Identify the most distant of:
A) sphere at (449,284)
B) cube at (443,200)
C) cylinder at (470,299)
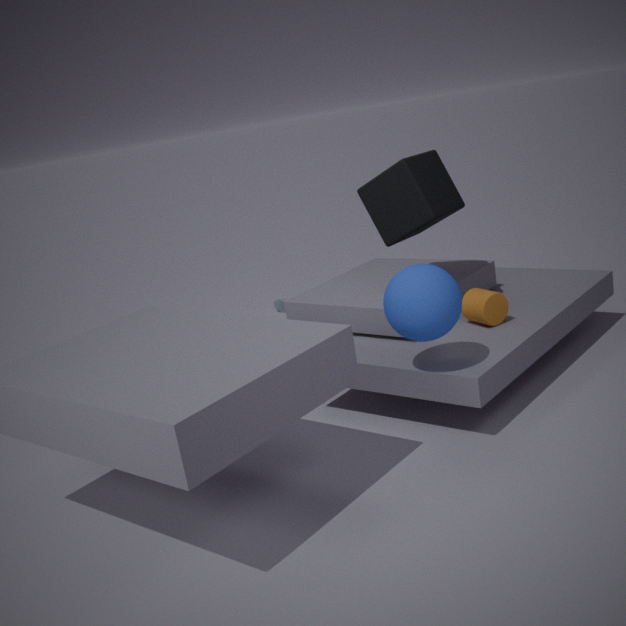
cylinder at (470,299)
